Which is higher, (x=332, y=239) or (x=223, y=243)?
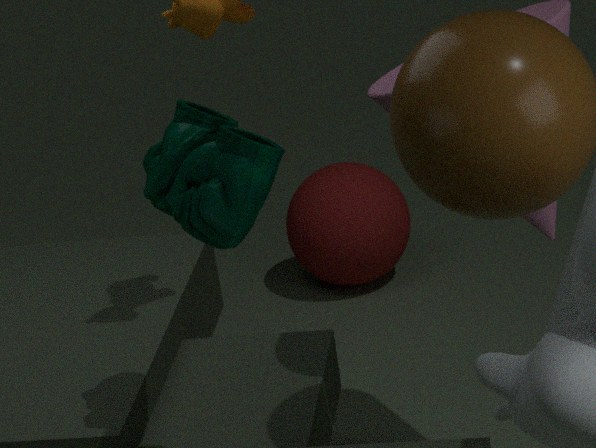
(x=223, y=243)
